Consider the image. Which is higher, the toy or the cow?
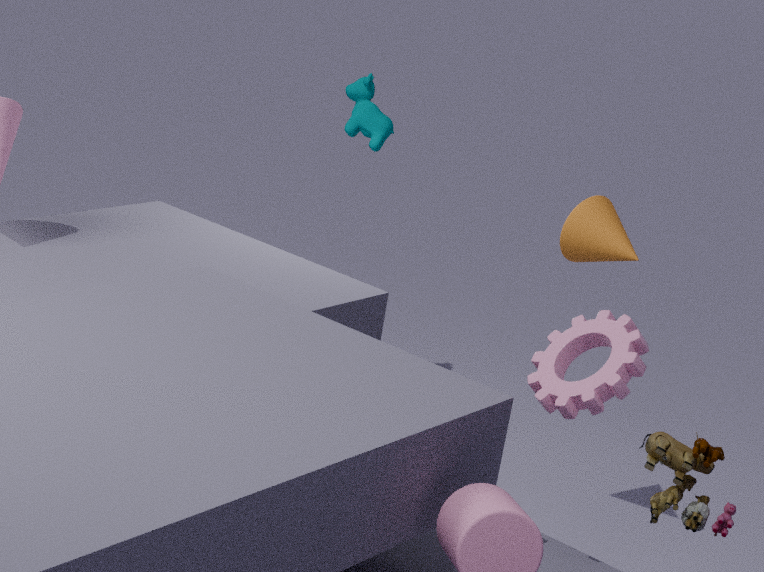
the cow
